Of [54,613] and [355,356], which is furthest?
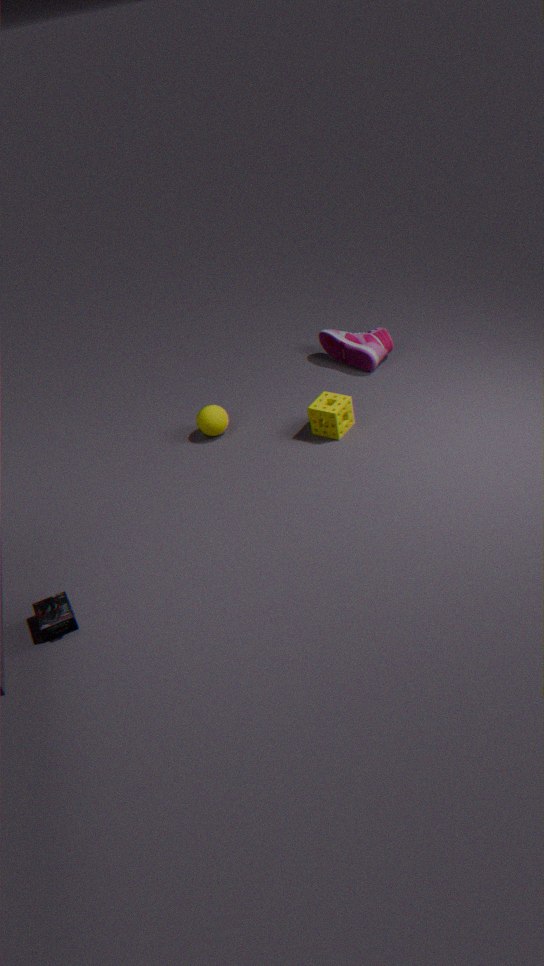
[355,356]
